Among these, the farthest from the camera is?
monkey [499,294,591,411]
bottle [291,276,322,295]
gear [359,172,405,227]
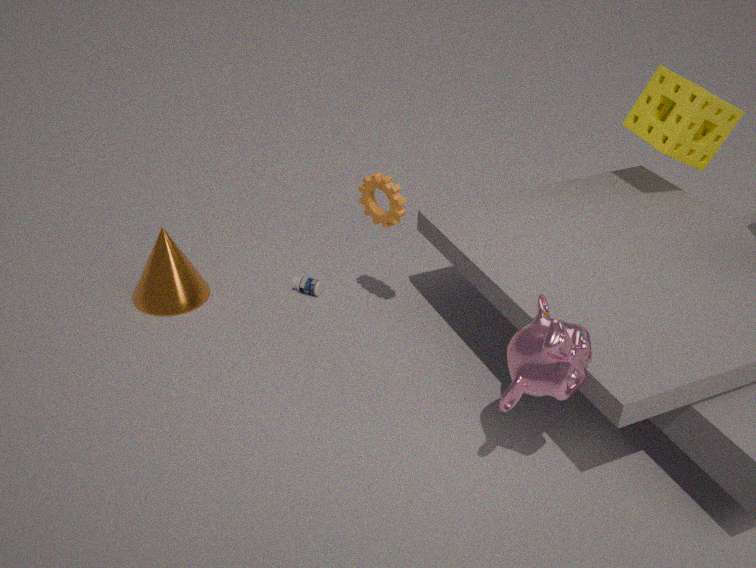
bottle [291,276,322,295]
